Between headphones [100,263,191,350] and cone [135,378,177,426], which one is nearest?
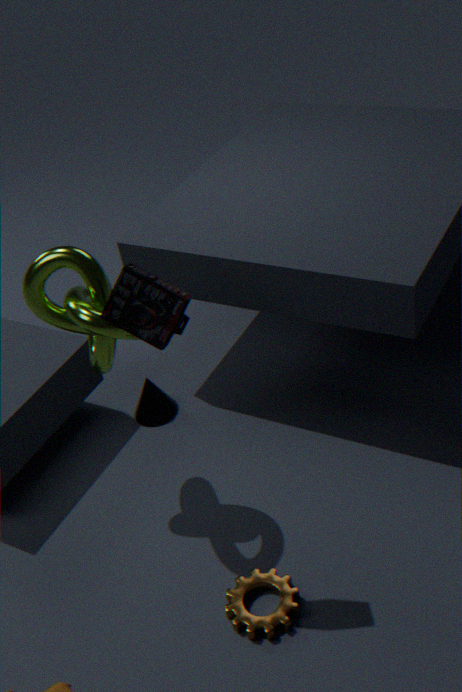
headphones [100,263,191,350]
